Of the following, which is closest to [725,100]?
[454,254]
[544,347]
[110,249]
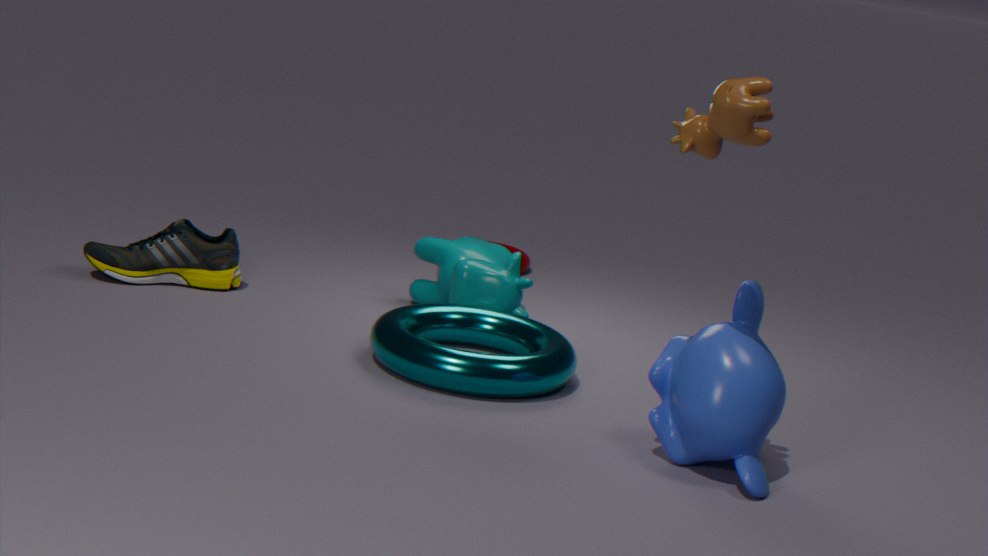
[544,347]
